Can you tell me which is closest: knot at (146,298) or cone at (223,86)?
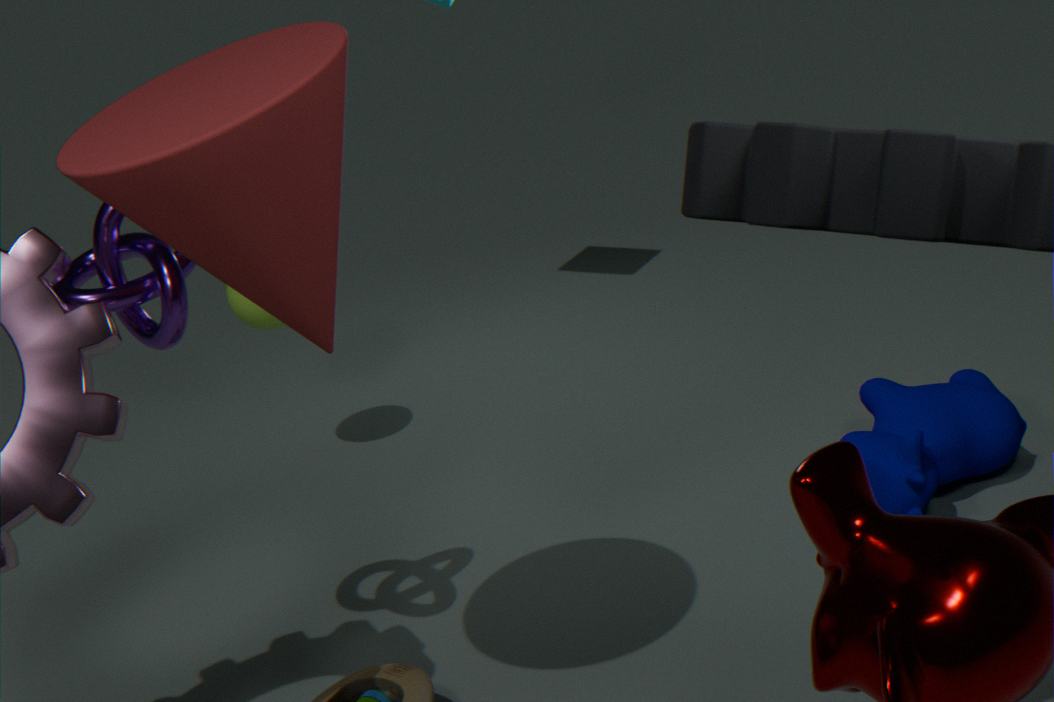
cone at (223,86)
